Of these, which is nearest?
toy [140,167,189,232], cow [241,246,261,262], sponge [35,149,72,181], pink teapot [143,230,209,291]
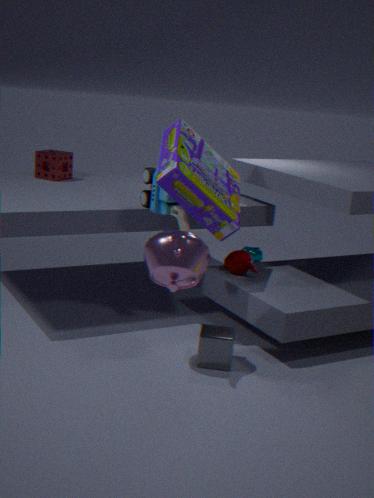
pink teapot [143,230,209,291]
